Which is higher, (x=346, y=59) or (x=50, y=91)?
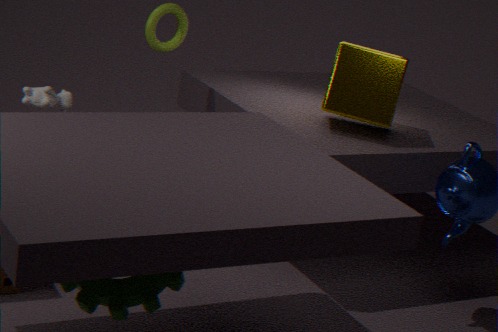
(x=346, y=59)
